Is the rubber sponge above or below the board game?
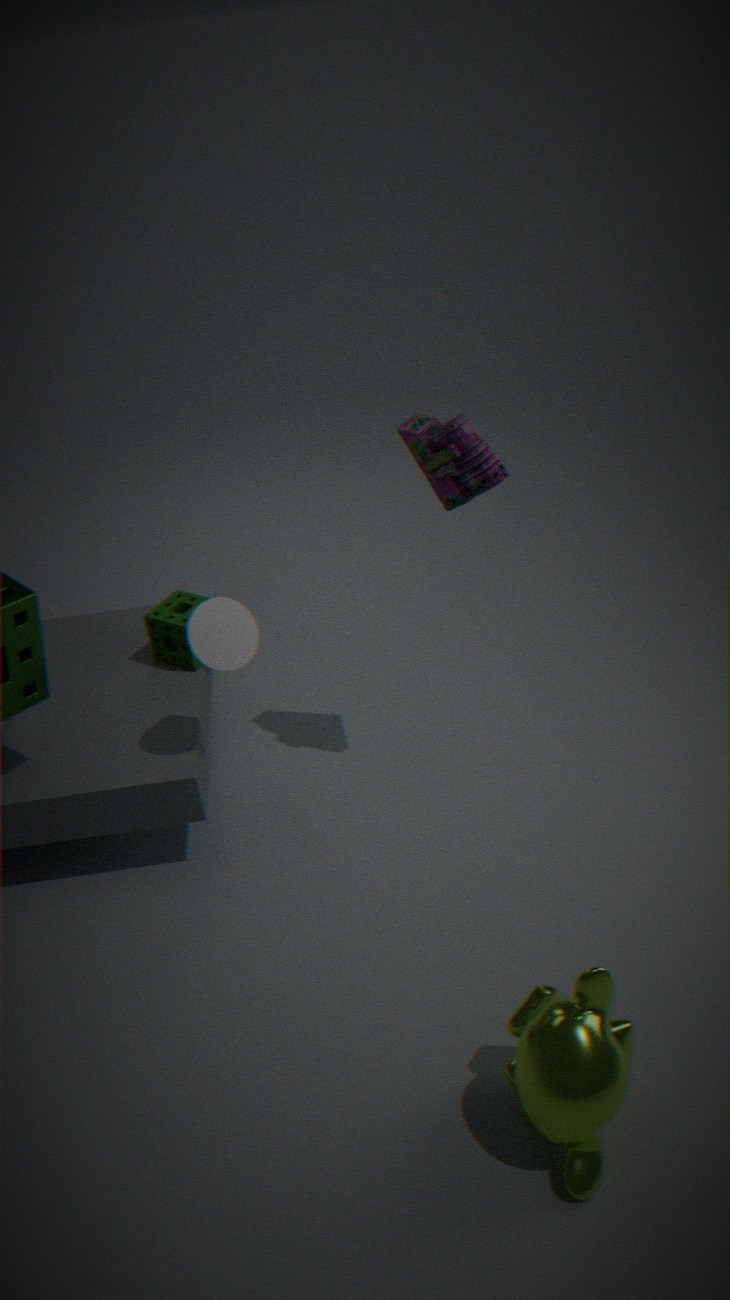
below
